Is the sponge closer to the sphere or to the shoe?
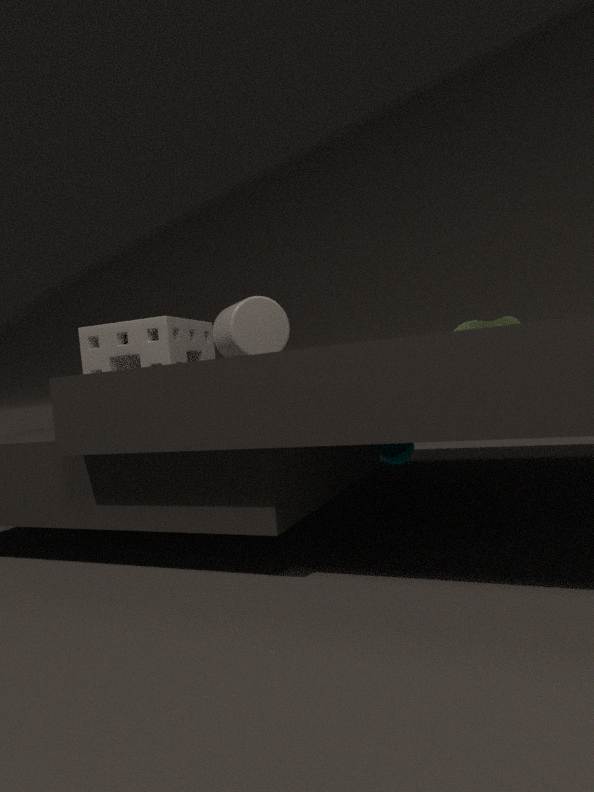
the sphere
